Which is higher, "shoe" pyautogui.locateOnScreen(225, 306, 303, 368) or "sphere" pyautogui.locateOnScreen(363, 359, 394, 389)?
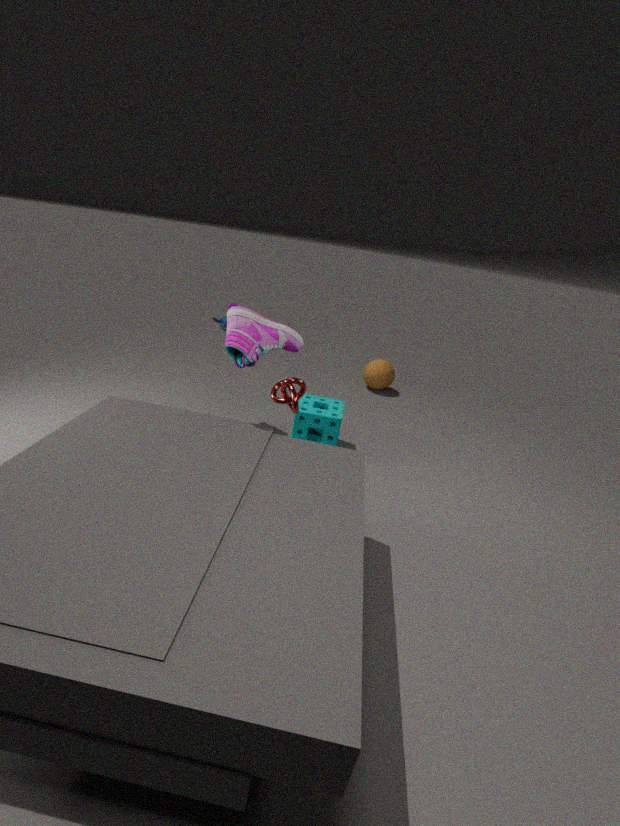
"shoe" pyautogui.locateOnScreen(225, 306, 303, 368)
